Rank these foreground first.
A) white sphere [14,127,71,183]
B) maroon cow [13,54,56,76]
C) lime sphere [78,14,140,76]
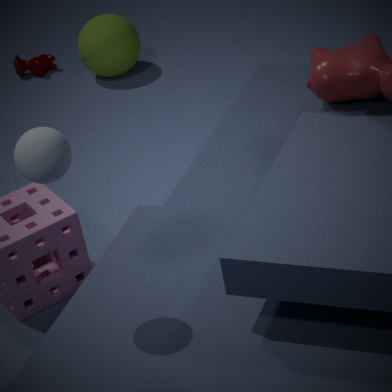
white sphere [14,127,71,183]
lime sphere [78,14,140,76]
maroon cow [13,54,56,76]
